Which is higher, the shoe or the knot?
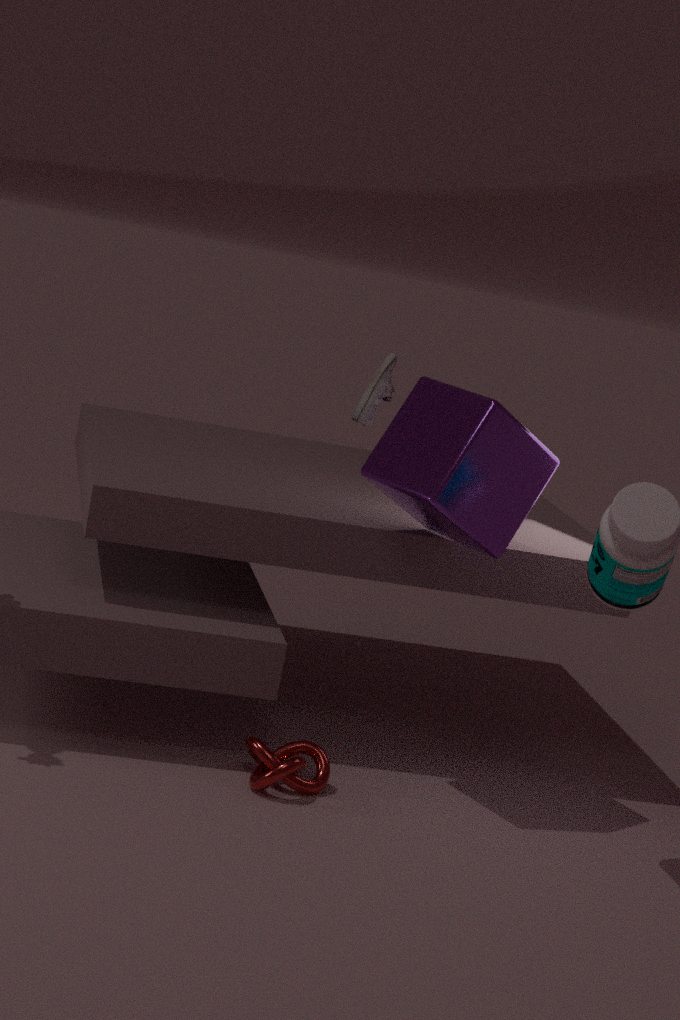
the shoe
